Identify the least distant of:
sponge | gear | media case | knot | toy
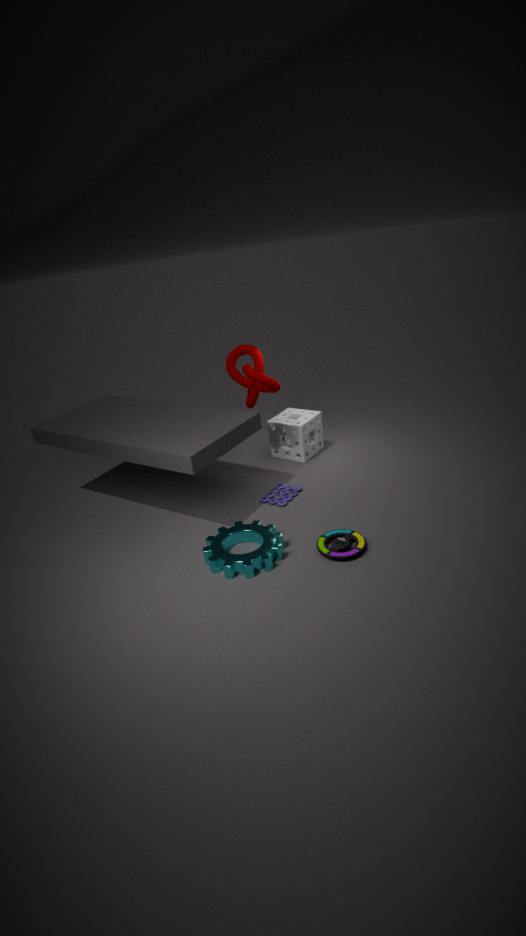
gear
